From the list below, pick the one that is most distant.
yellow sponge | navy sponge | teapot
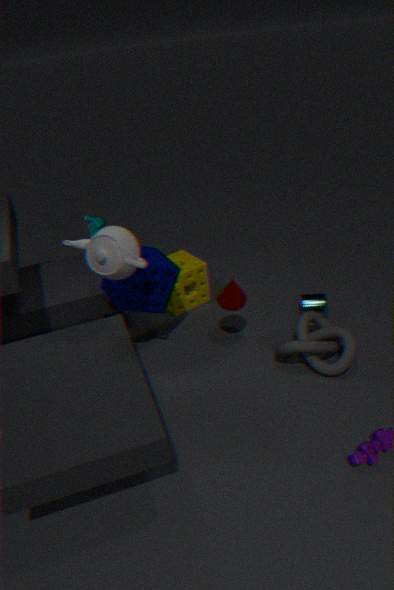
yellow sponge
